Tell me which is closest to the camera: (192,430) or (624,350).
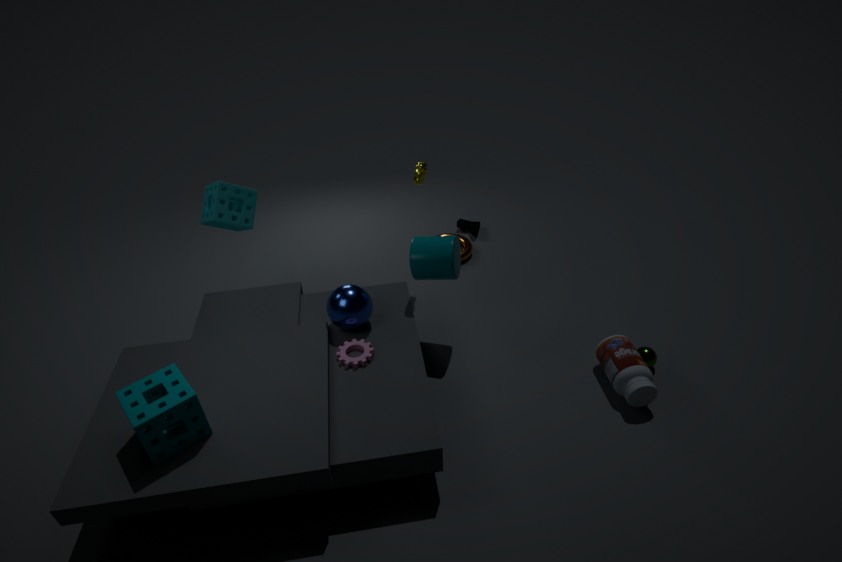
(192,430)
